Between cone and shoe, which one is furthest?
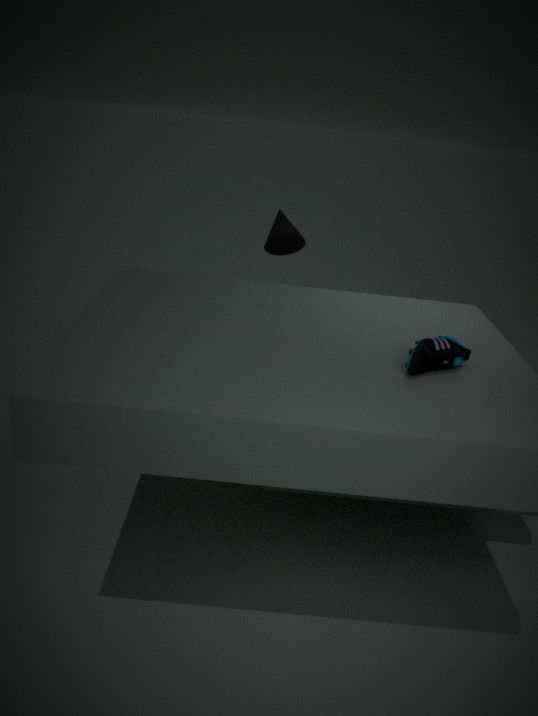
cone
